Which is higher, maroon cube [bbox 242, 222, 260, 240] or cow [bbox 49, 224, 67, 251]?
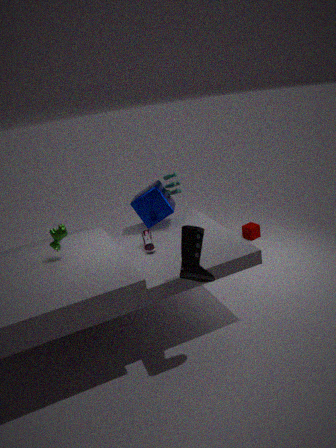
cow [bbox 49, 224, 67, 251]
